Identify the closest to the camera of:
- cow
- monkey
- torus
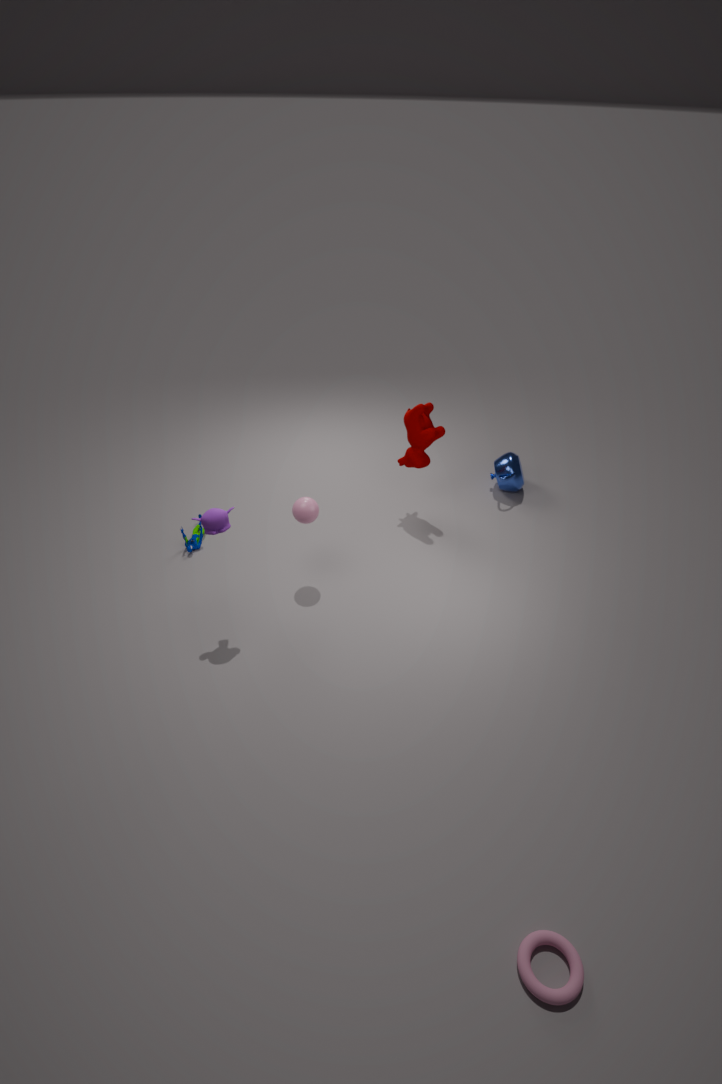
torus
